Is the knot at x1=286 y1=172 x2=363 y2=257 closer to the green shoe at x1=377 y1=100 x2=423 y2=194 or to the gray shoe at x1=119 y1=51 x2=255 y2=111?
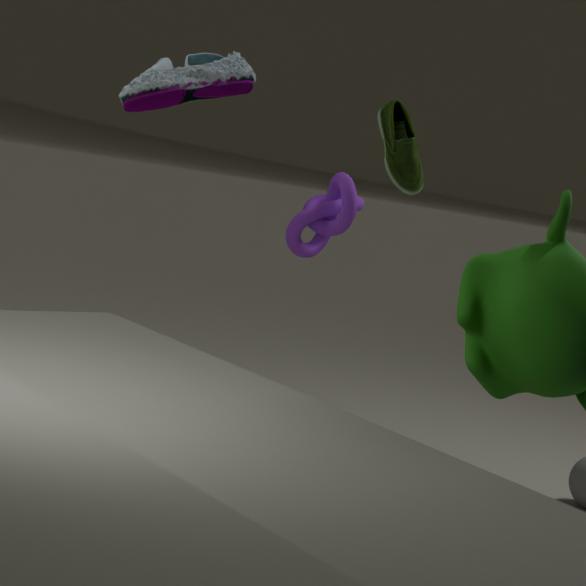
the green shoe at x1=377 y1=100 x2=423 y2=194
